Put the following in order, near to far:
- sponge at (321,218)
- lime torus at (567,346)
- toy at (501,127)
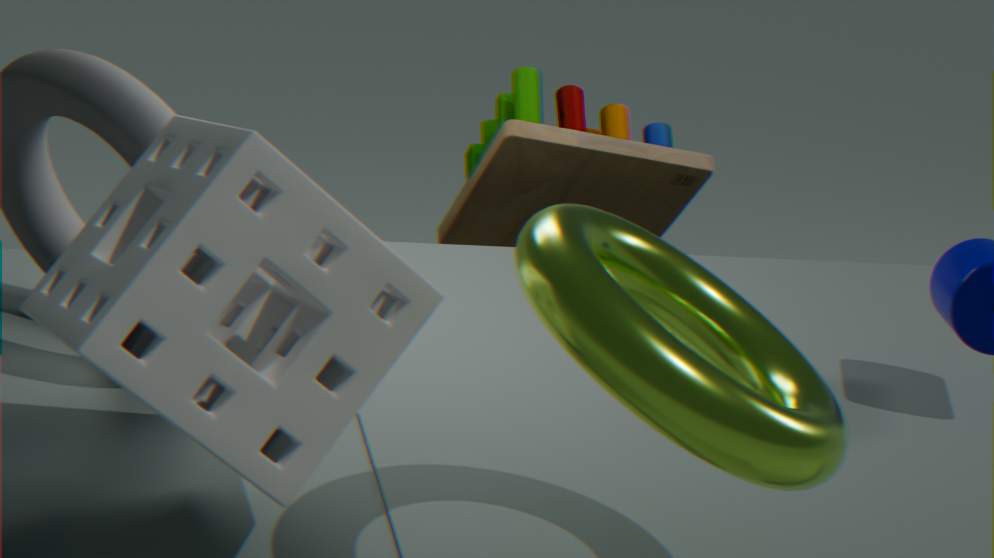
lime torus at (567,346) < sponge at (321,218) < toy at (501,127)
